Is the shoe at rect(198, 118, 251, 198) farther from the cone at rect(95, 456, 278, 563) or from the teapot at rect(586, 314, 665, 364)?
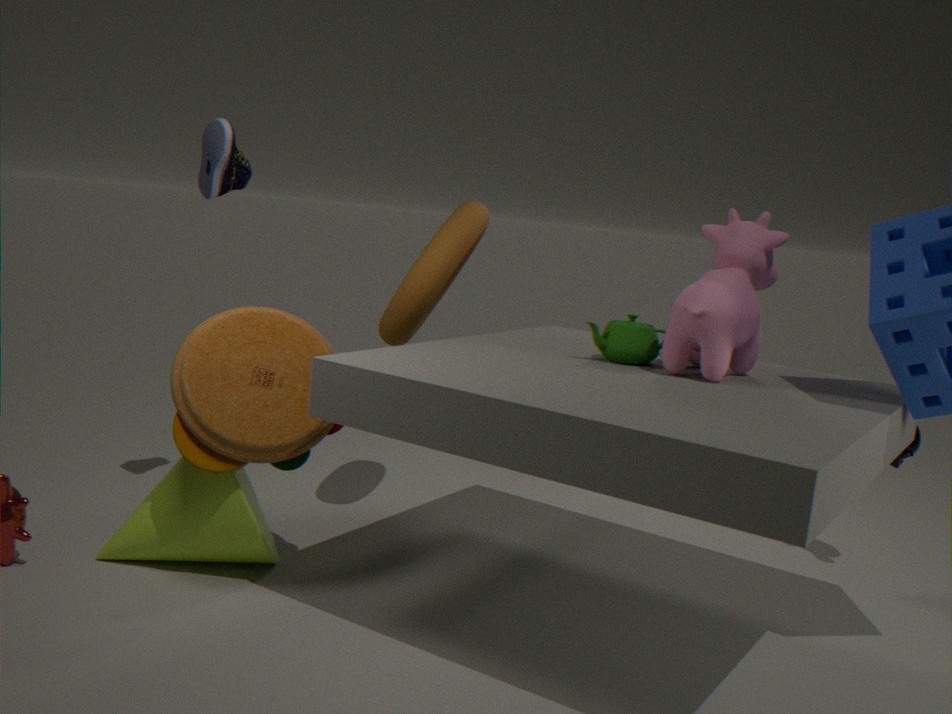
the teapot at rect(586, 314, 665, 364)
